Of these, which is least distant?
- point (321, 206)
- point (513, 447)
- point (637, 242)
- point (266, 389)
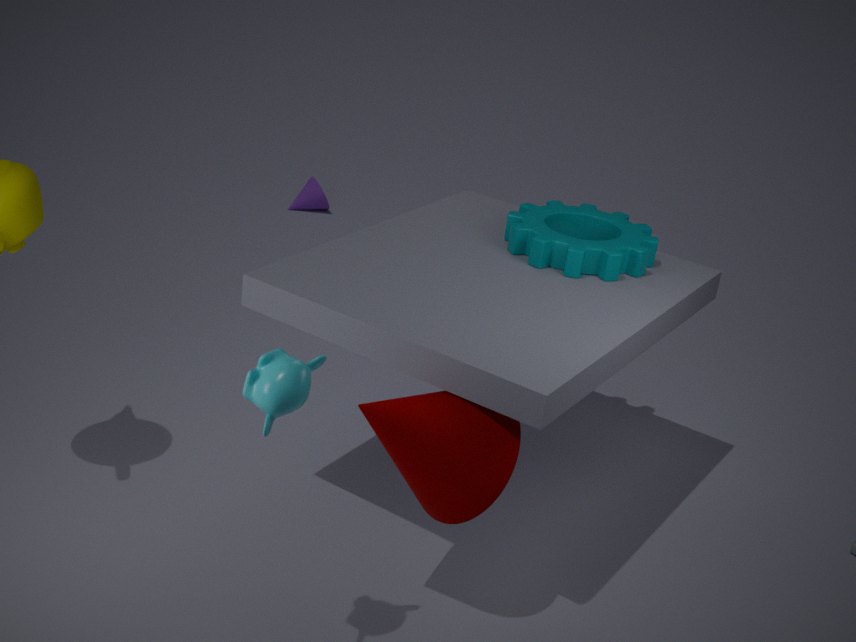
point (266, 389)
